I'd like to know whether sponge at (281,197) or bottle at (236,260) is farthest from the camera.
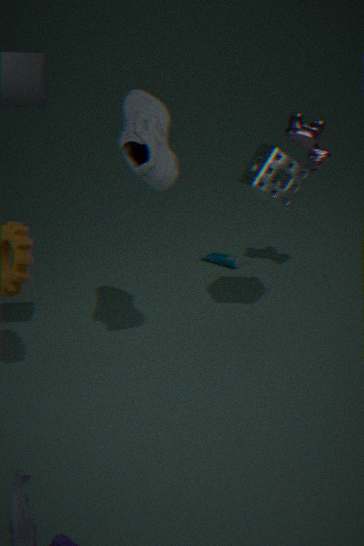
bottle at (236,260)
